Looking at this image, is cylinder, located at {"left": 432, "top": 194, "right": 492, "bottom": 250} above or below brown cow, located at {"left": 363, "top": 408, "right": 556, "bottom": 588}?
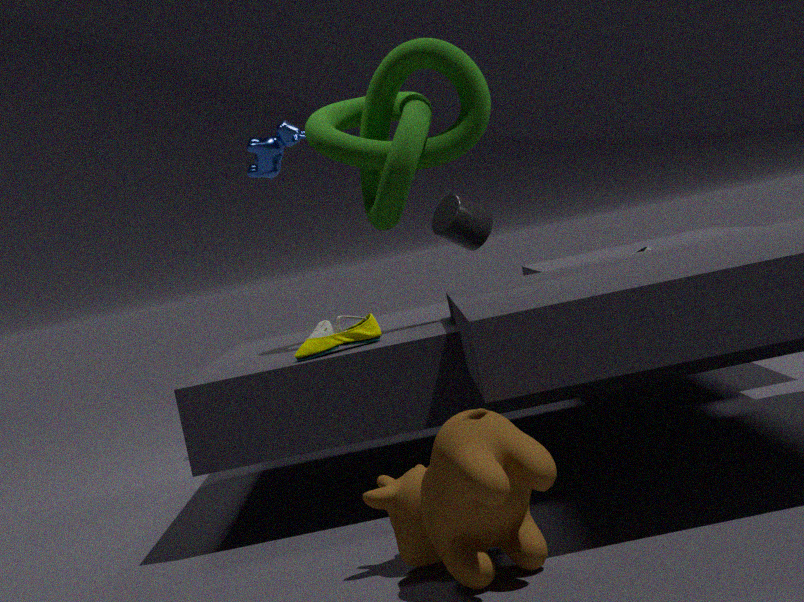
above
